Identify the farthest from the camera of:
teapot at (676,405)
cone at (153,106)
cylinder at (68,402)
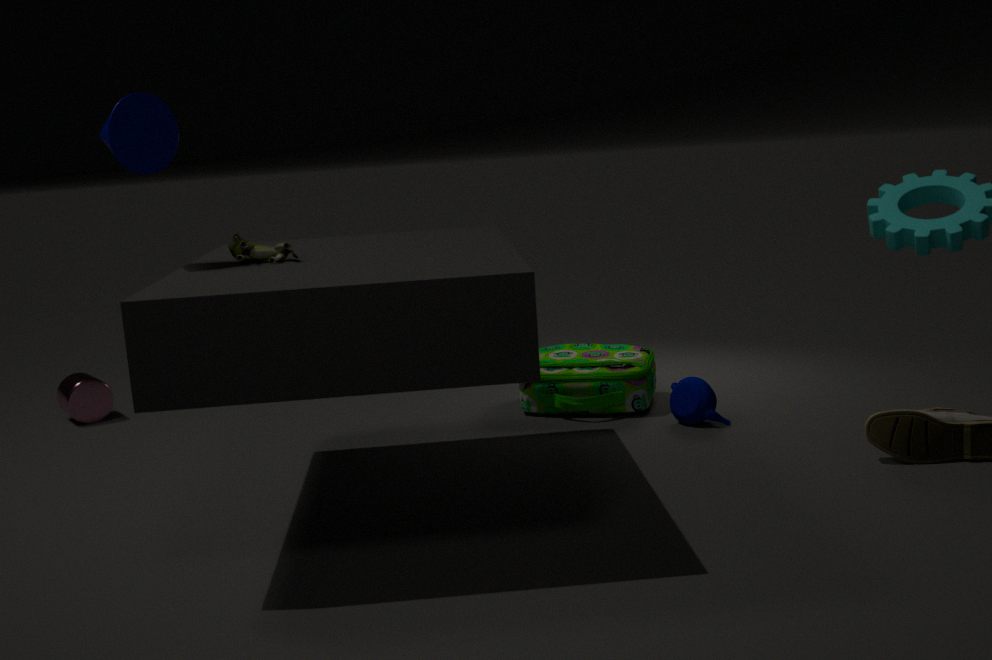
cylinder at (68,402)
